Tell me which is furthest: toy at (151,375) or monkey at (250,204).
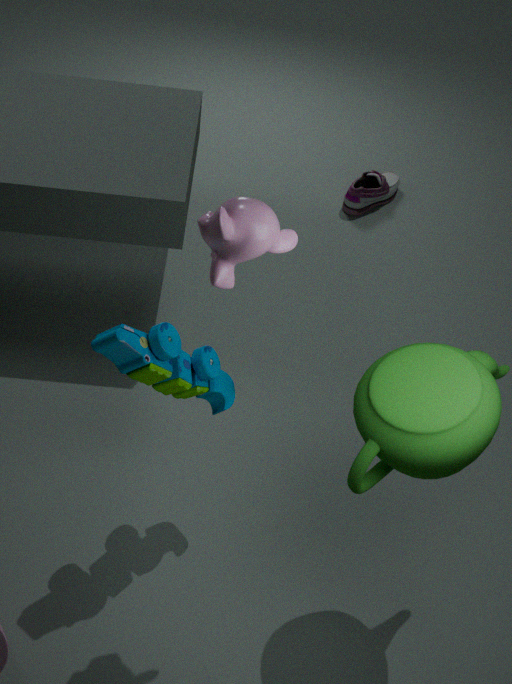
toy at (151,375)
